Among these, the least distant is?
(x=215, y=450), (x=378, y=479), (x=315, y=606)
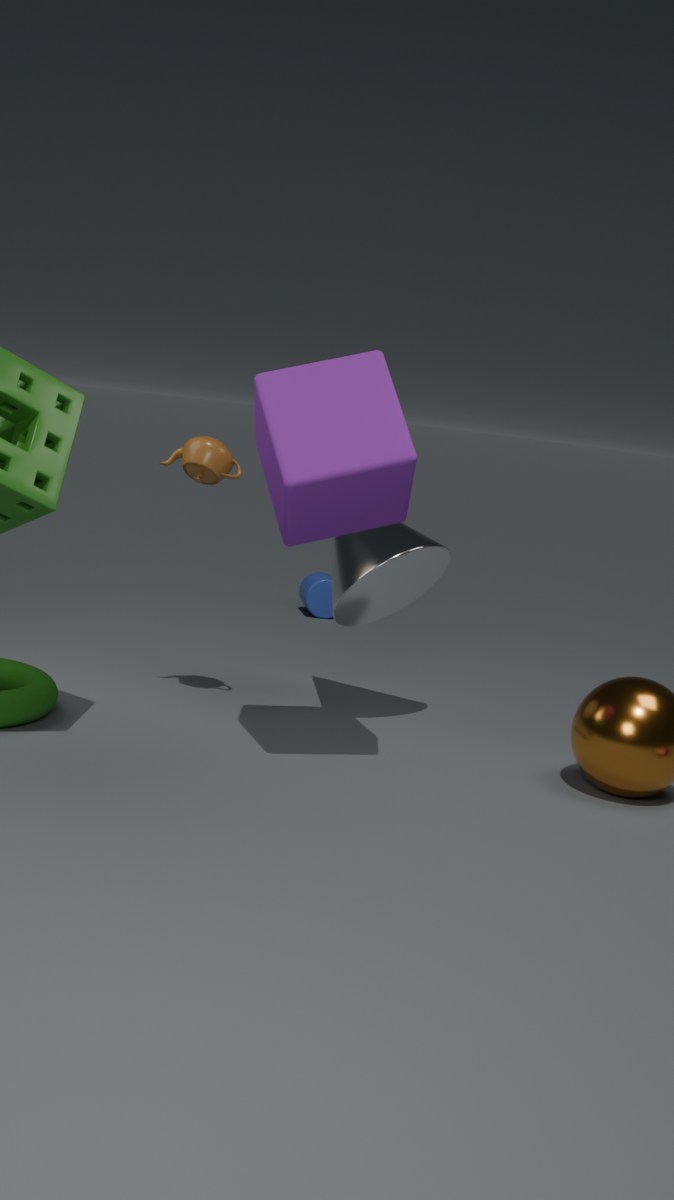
(x=378, y=479)
